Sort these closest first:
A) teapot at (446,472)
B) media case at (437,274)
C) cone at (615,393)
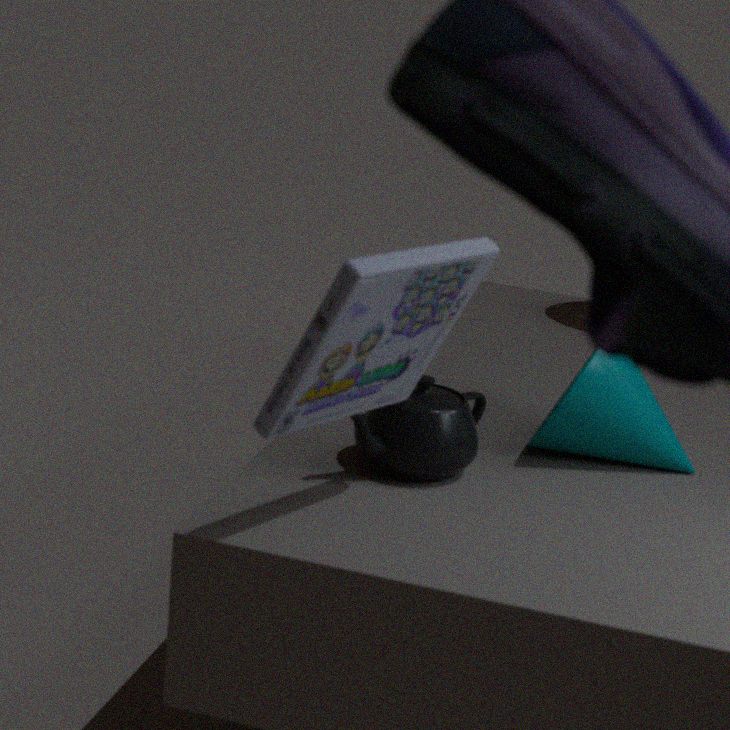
media case at (437,274) → teapot at (446,472) → cone at (615,393)
